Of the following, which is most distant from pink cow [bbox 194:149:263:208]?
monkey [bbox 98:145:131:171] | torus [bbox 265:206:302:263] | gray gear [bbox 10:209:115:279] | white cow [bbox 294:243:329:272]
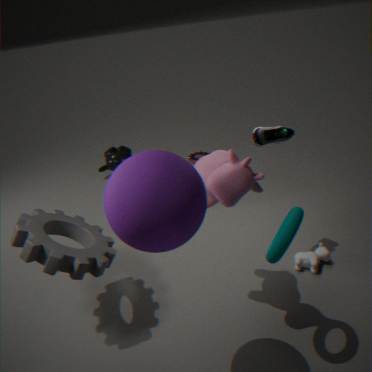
monkey [bbox 98:145:131:171]
